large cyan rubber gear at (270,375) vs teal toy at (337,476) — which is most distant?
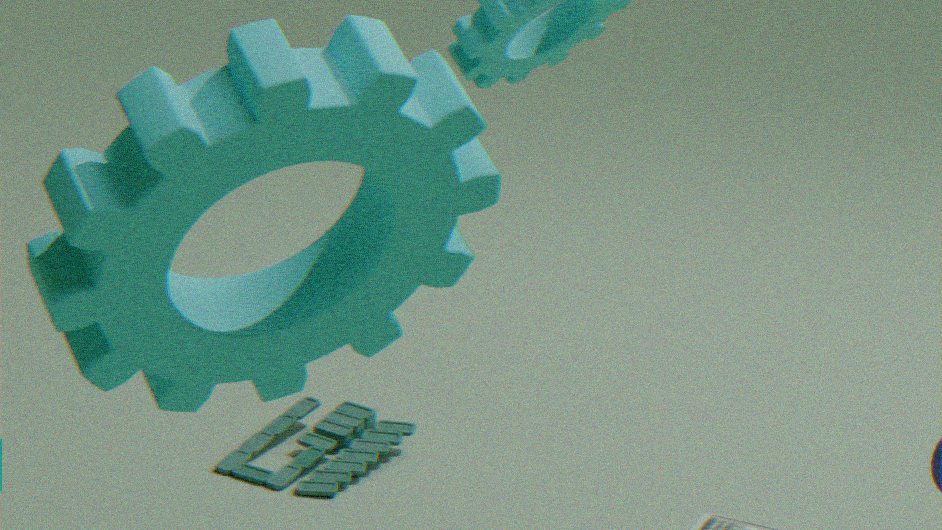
teal toy at (337,476)
